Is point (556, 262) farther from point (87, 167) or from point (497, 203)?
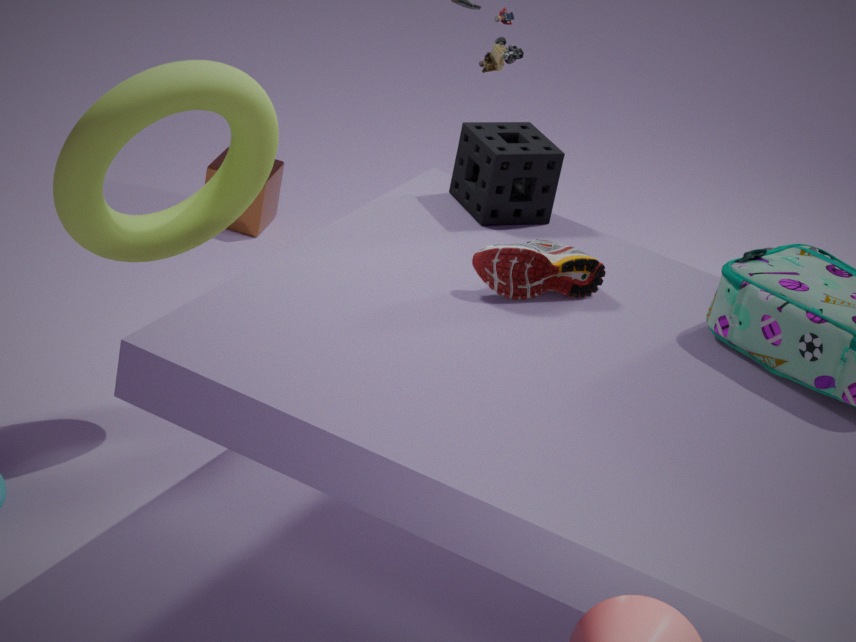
point (87, 167)
